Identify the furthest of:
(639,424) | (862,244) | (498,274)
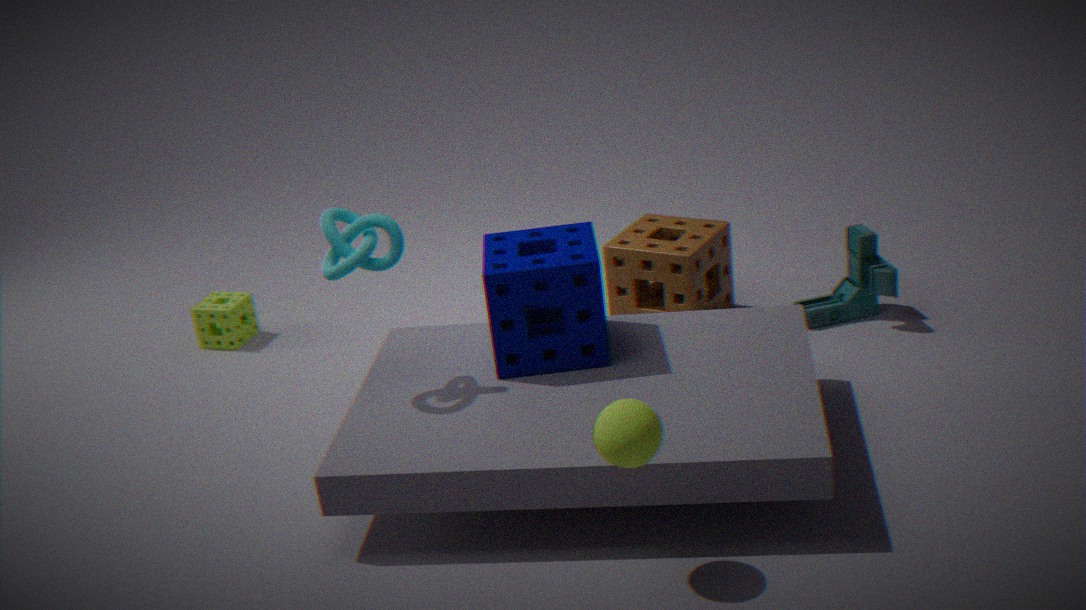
(862,244)
